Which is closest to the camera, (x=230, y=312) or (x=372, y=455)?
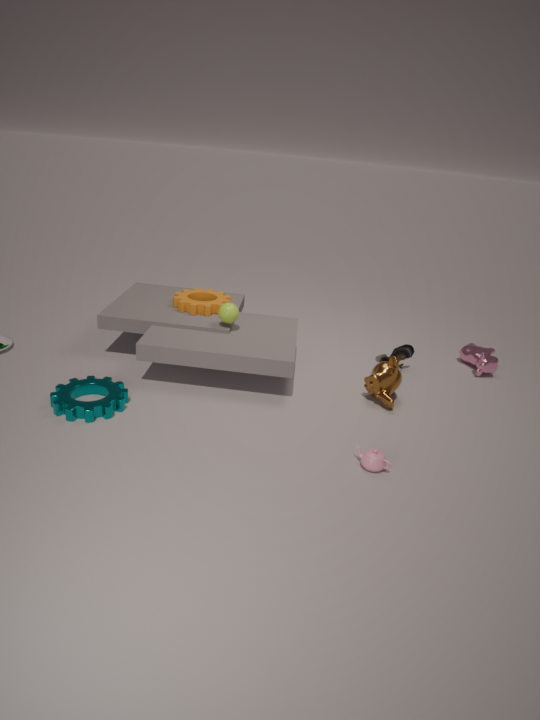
(x=372, y=455)
